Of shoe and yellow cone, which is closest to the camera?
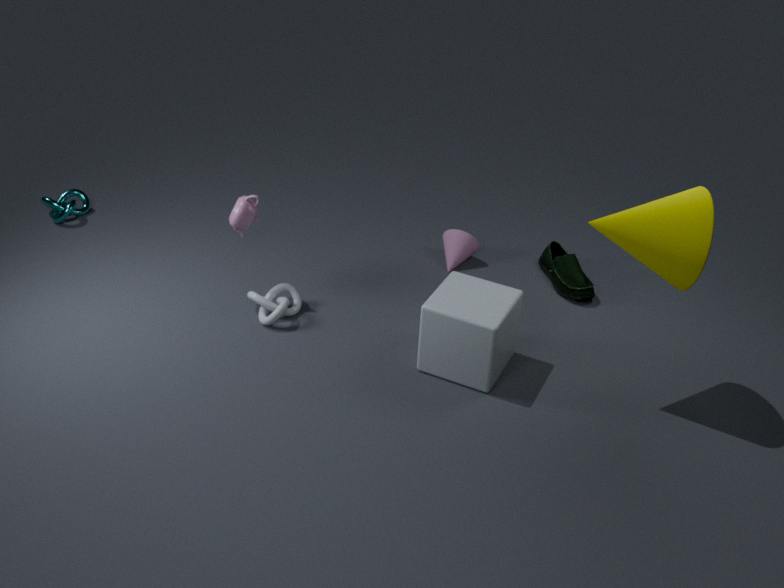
yellow cone
